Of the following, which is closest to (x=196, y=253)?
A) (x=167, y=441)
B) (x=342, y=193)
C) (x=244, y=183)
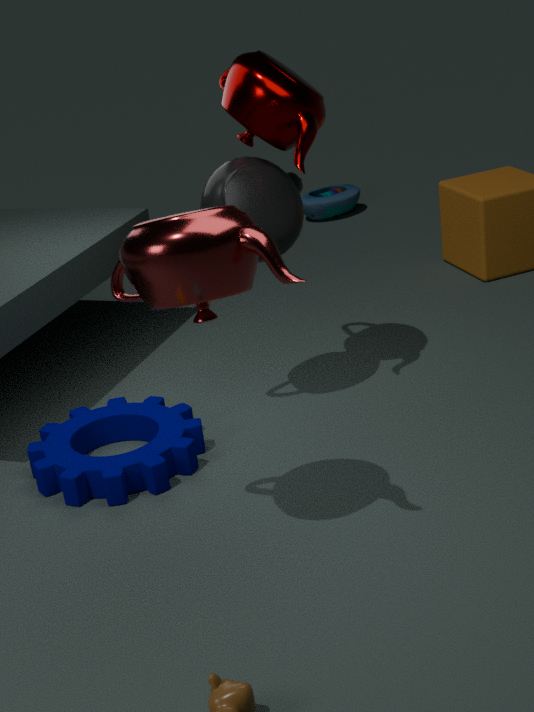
(x=244, y=183)
